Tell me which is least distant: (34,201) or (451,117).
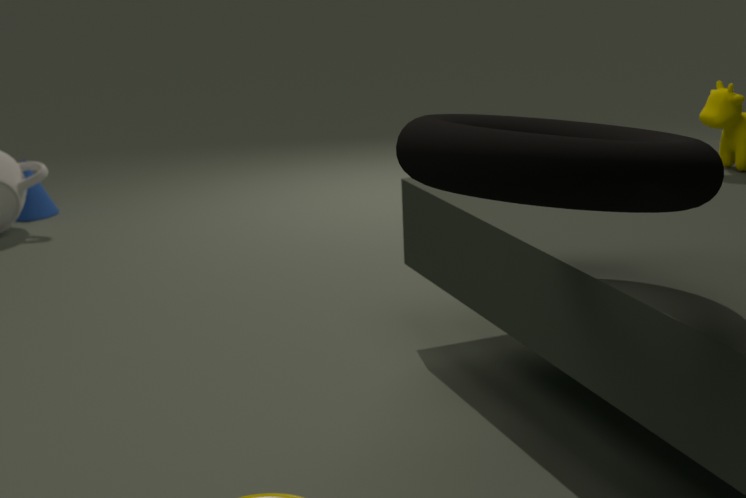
(451,117)
